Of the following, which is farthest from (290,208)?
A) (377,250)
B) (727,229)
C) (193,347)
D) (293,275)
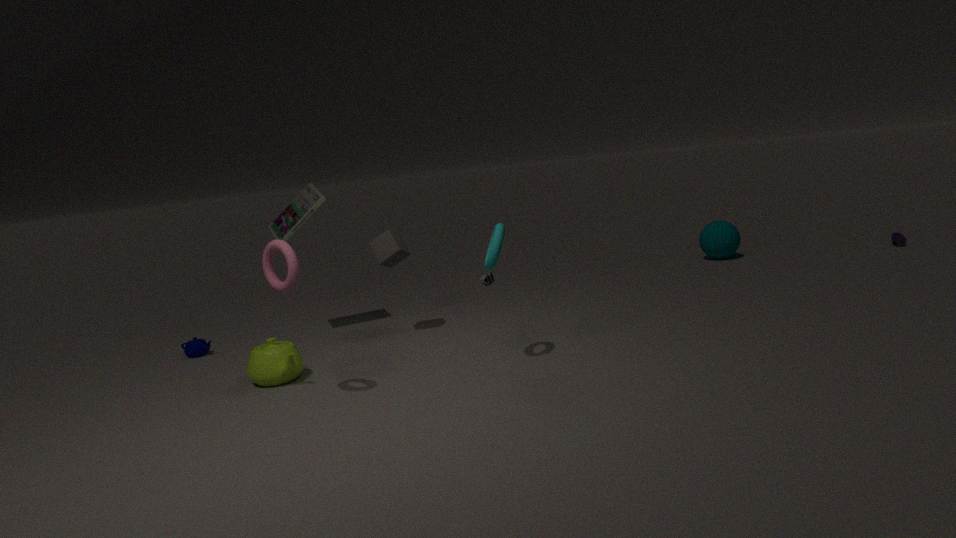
(727,229)
